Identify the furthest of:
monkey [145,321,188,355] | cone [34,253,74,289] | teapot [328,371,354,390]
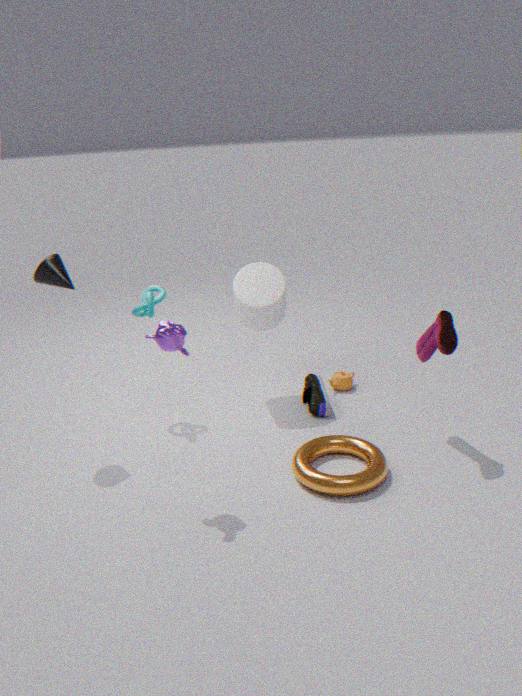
teapot [328,371,354,390]
